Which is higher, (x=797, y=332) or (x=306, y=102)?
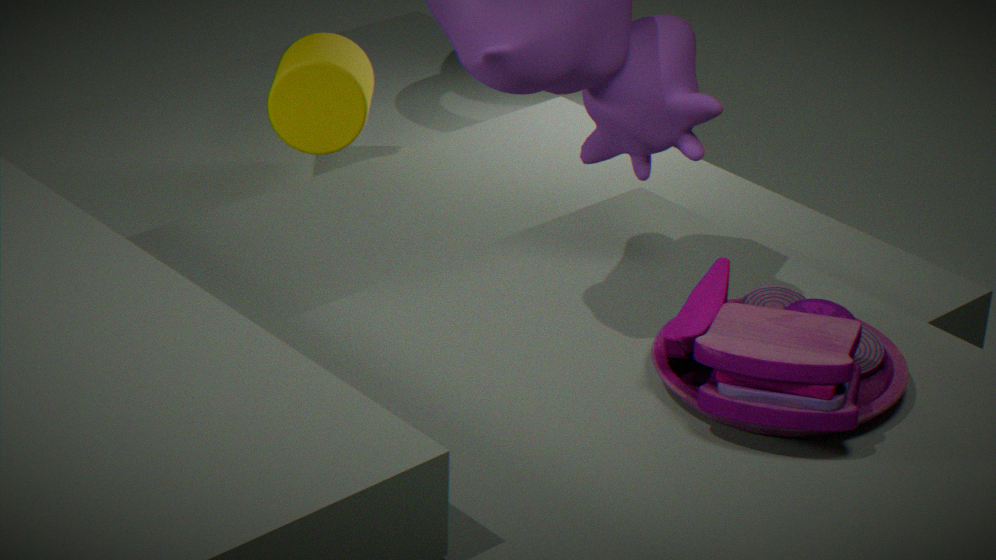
(x=797, y=332)
